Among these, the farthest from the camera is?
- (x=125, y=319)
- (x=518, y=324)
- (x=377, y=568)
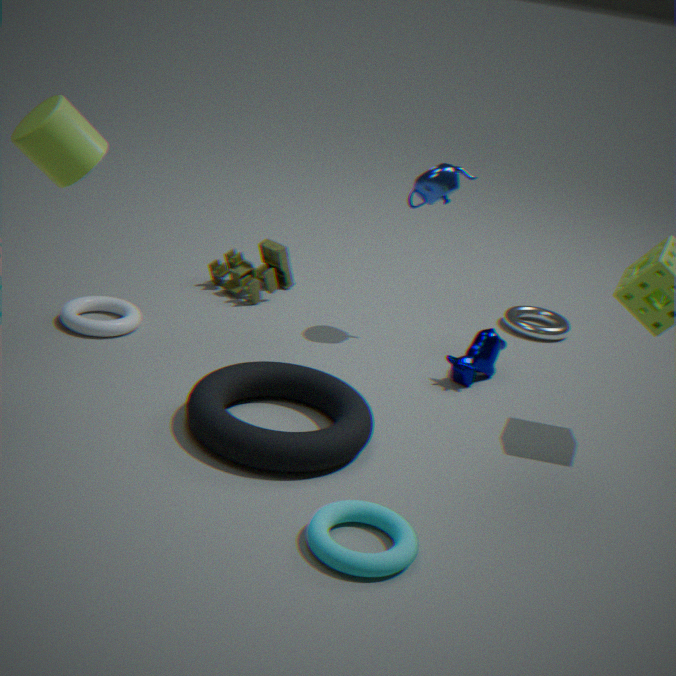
(x=518, y=324)
